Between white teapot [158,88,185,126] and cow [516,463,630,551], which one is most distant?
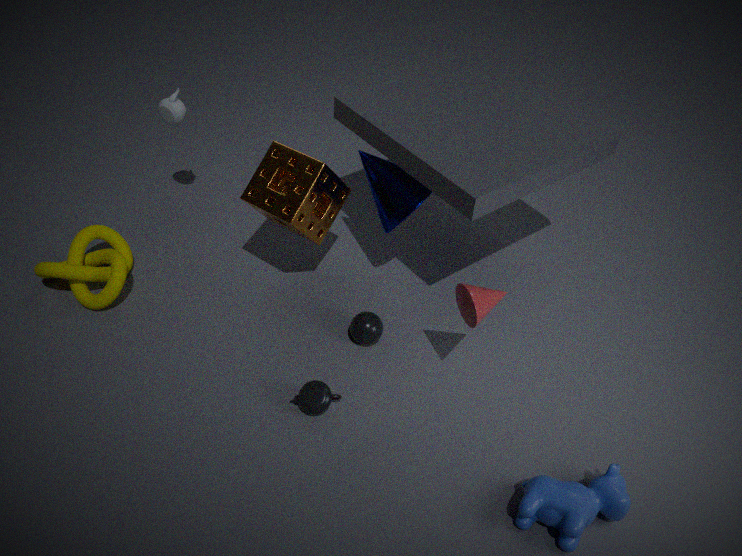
white teapot [158,88,185,126]
